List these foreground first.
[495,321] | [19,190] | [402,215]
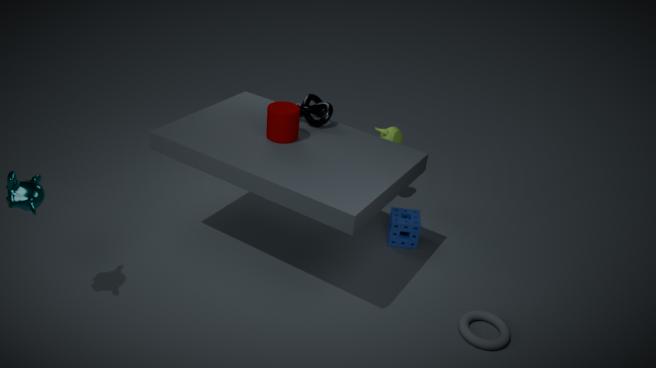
[19,190] → [495,321] → [402,215]
